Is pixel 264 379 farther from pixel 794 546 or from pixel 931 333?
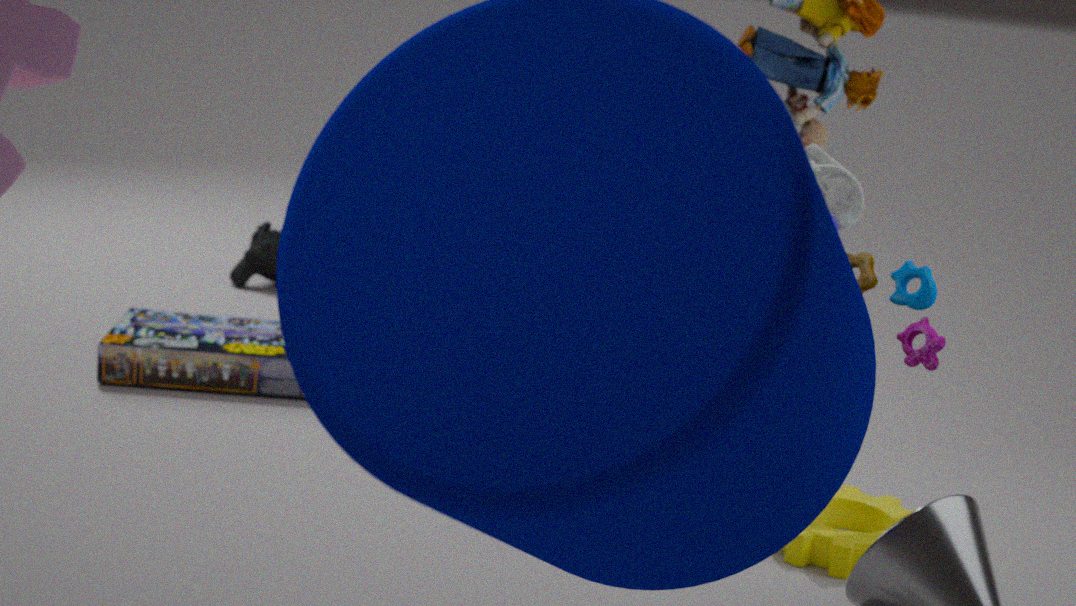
pixel 931 333
